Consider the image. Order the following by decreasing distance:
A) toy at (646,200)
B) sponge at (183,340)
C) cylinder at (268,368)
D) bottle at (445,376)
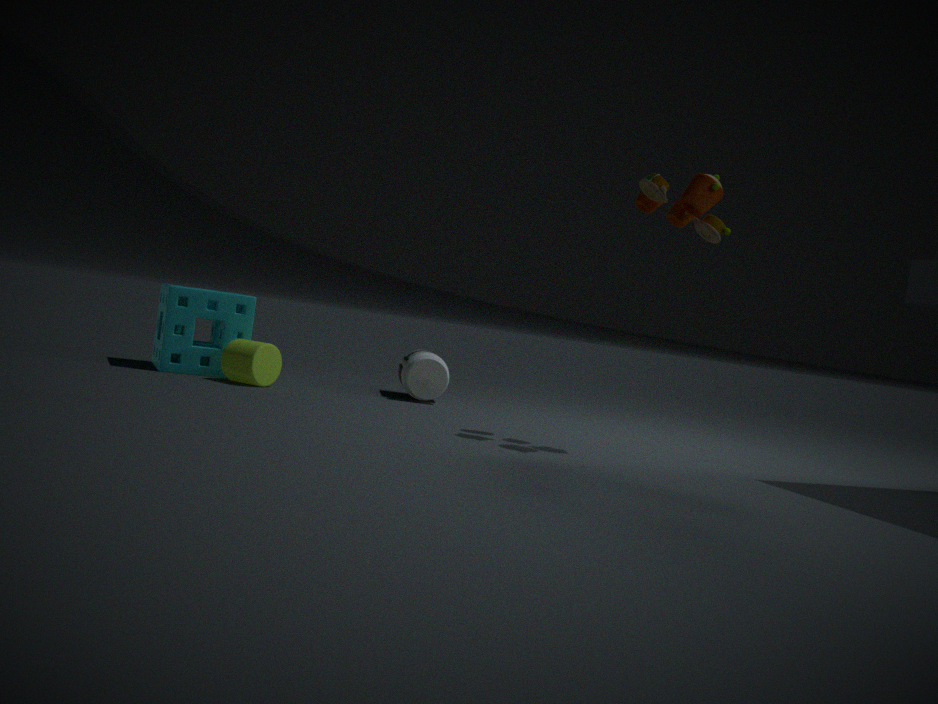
bottle at (445,376) → sponge at (183,340) → cylinder at (268,368) → toy at (646,200)
